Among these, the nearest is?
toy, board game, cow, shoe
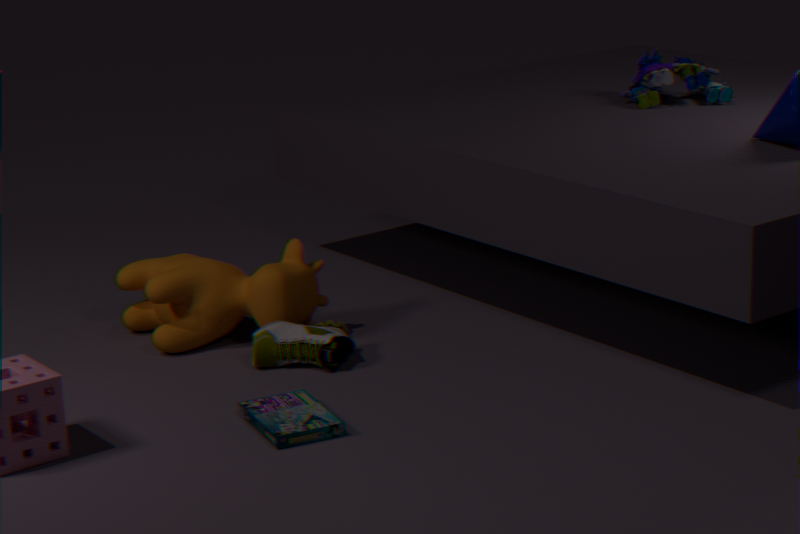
board game
